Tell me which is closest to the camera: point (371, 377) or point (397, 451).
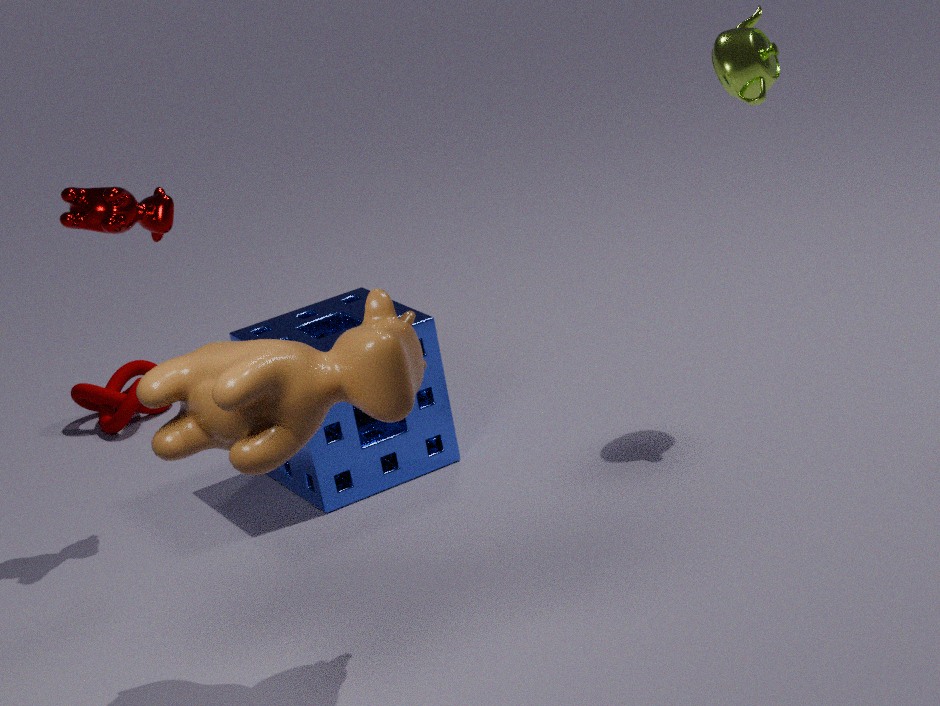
point (371, 377)
